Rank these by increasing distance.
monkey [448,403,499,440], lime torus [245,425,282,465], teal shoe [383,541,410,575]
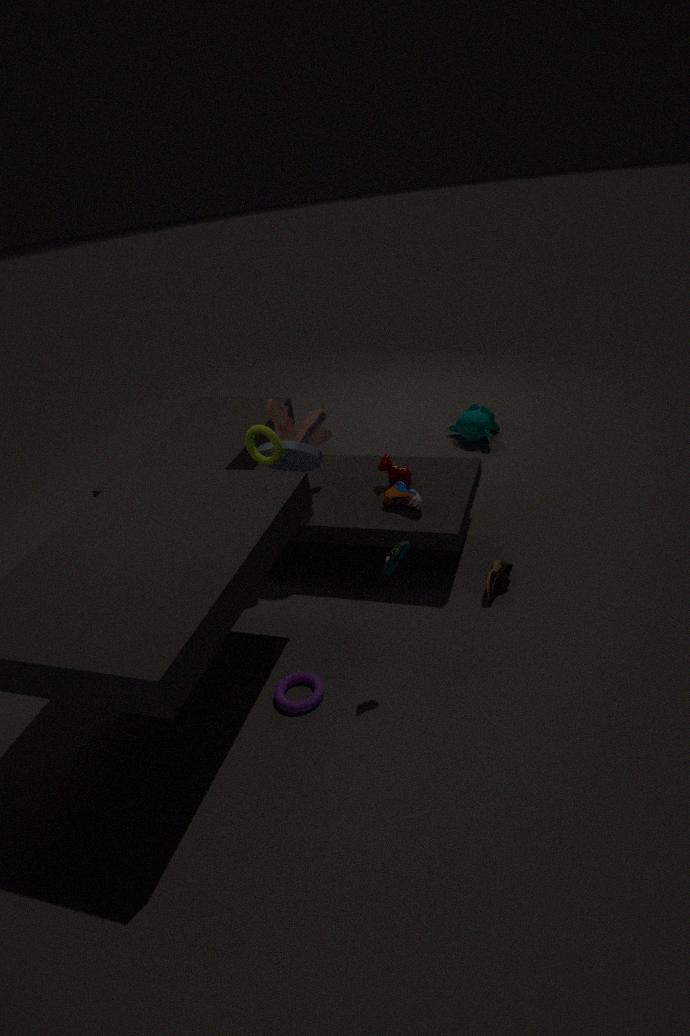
teal shoe [383,541,410,575] → lime torus [245,425,282,465] → monkey [448,403,499,440]
